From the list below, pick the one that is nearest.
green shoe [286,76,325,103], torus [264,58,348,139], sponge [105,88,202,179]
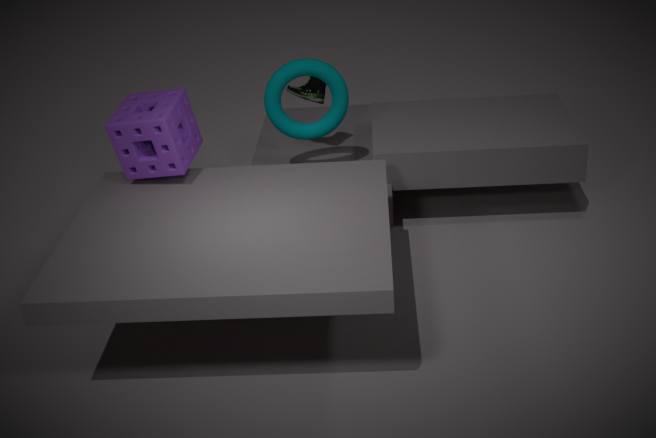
sponge [105,88,202,179]
